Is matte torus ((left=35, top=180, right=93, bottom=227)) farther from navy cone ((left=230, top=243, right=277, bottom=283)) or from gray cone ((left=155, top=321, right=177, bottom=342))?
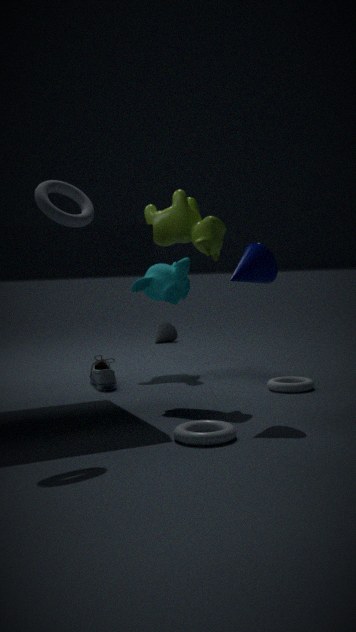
gray cone ((left=155, top=321, right=177, bottom=342))
